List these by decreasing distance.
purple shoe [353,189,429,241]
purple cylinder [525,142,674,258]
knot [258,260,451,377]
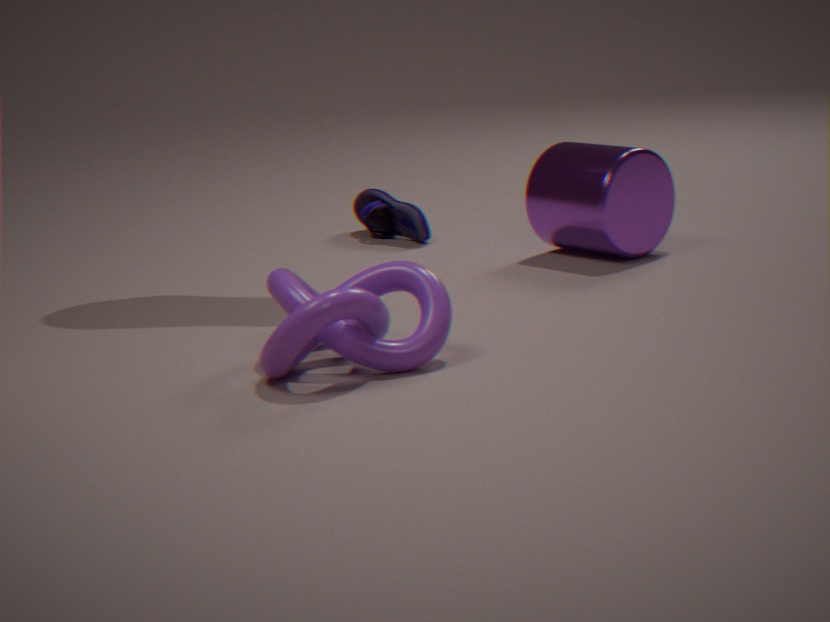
purple shoe [353,189,429,241] < purple cylinder [525,142,674,258] < knot [258,260,451,377]
